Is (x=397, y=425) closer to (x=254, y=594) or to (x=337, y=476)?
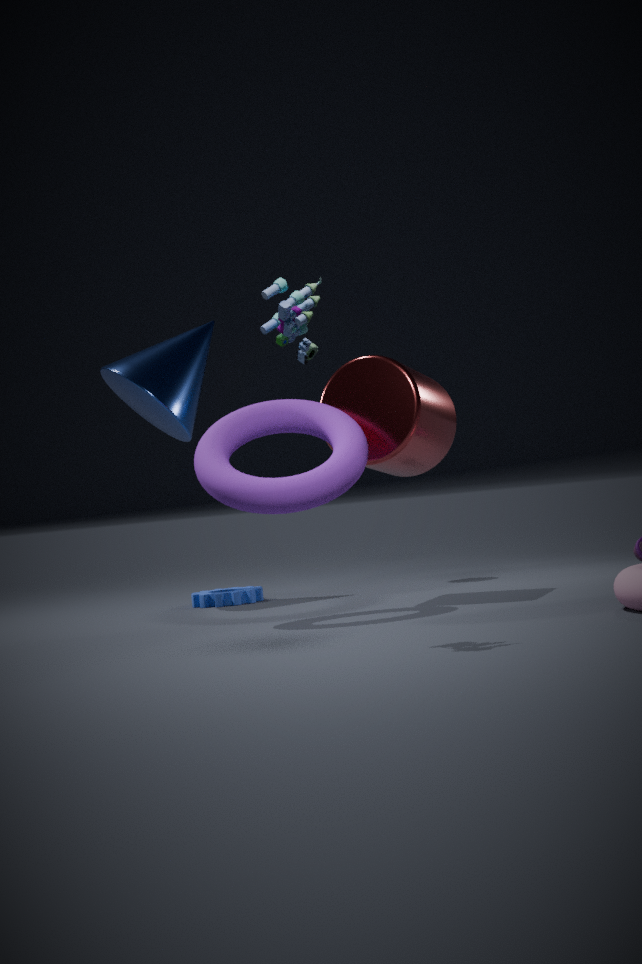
(x=337, y=476)
